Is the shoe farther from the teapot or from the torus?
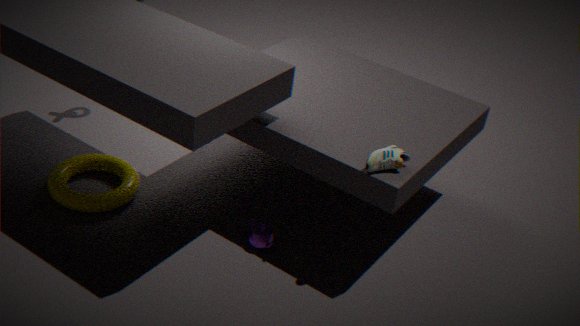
the torus
